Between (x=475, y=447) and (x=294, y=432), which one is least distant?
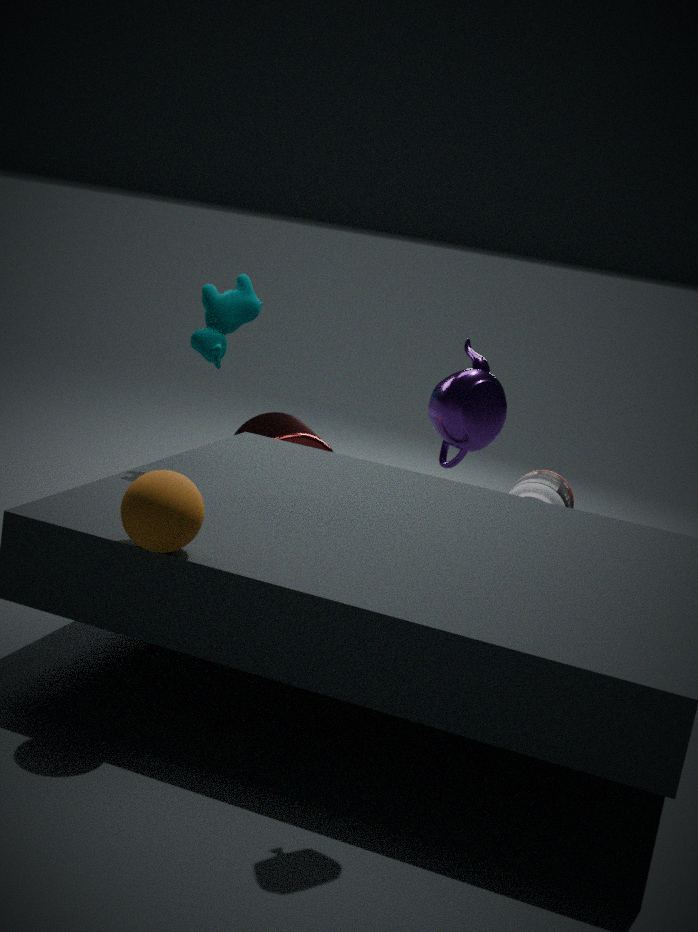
(x=475, y=447)
